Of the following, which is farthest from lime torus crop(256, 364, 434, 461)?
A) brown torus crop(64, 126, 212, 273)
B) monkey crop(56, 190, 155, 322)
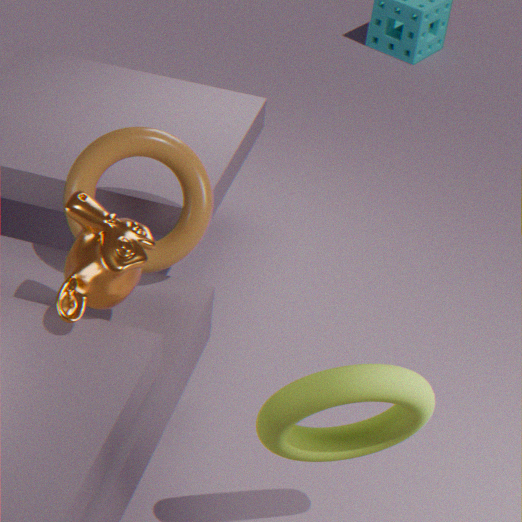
brown torus crop(64, 126, 212, 273)
